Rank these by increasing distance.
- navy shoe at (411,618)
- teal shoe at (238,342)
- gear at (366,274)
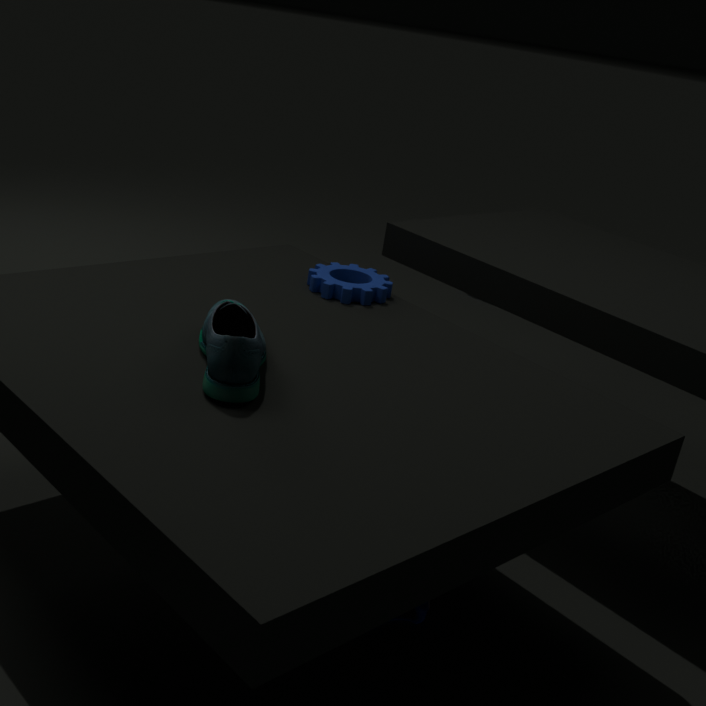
teal shoe at (238,342)
navy shoe at (411,618)
gear at (366,274)
